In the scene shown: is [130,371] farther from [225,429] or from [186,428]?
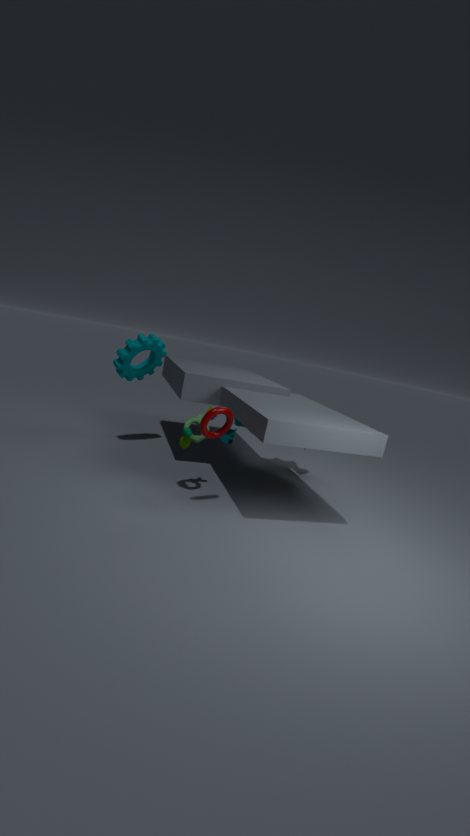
[225,429]
